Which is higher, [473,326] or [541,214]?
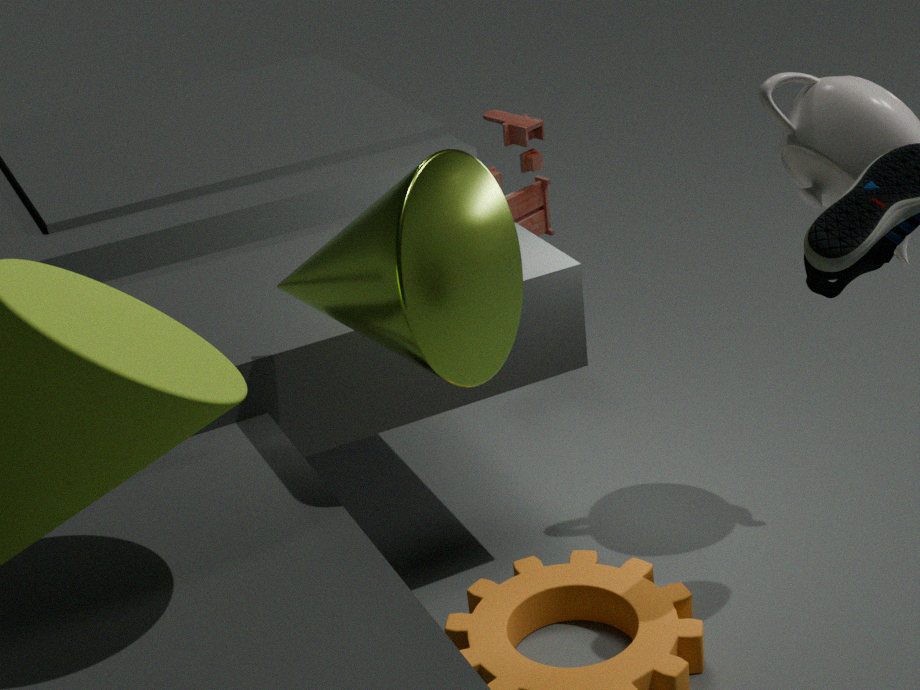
[473,326]
